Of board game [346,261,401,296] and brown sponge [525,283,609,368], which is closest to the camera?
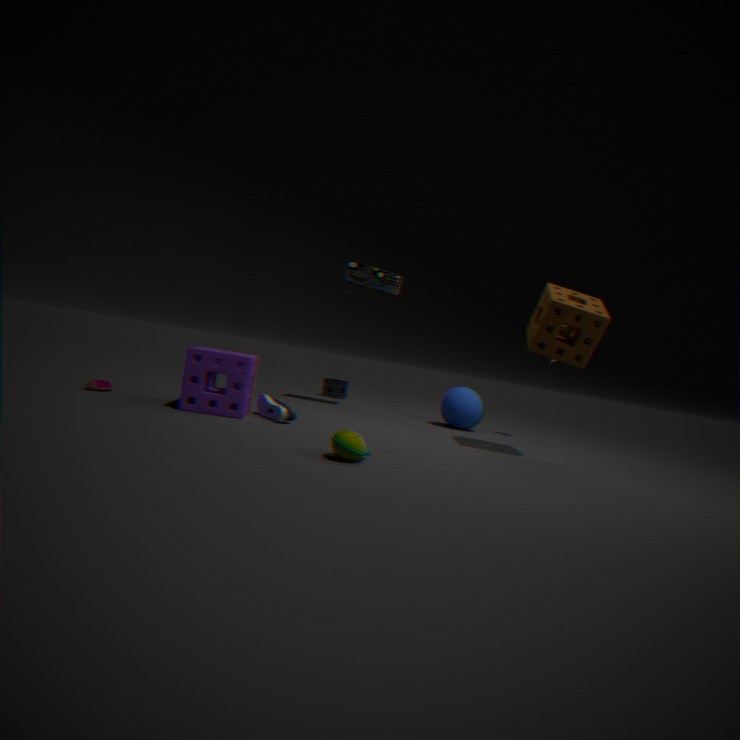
brown sponge [525,283,609,368]
